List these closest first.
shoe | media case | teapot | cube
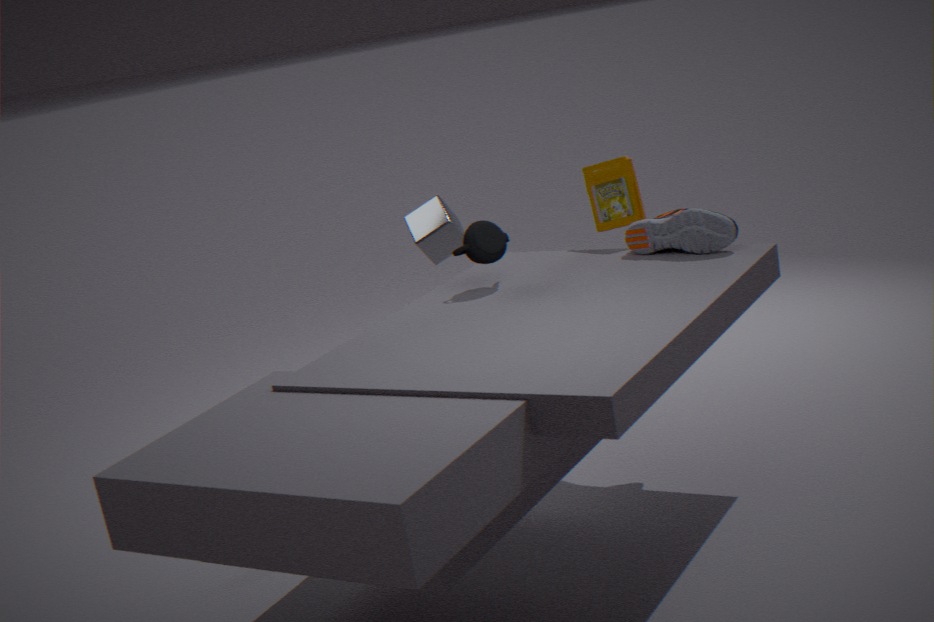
1. shoe
2. teapot
3. media case
4. cube
